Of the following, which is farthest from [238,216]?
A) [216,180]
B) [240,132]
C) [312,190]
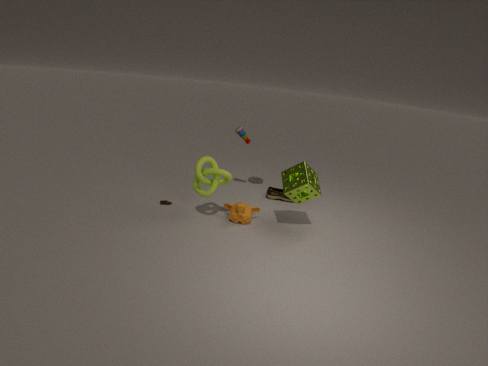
[240,132]
